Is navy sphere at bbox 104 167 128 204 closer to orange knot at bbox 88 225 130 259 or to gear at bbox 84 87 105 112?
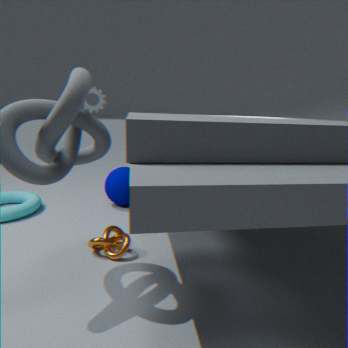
orange knot at bbox 88 225 130 259
